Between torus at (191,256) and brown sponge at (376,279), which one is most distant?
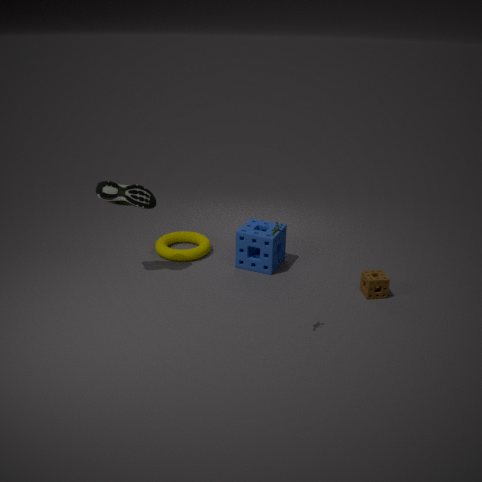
torus at (191,256)
